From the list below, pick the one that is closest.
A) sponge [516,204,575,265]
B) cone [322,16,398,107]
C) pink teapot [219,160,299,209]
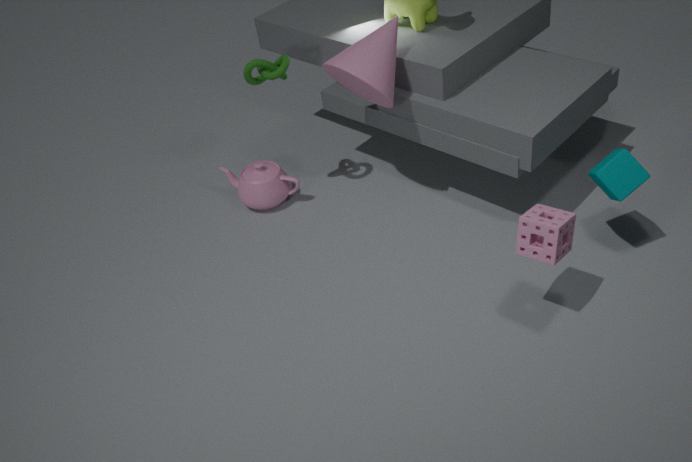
A. sponge [516,204,575,265]
